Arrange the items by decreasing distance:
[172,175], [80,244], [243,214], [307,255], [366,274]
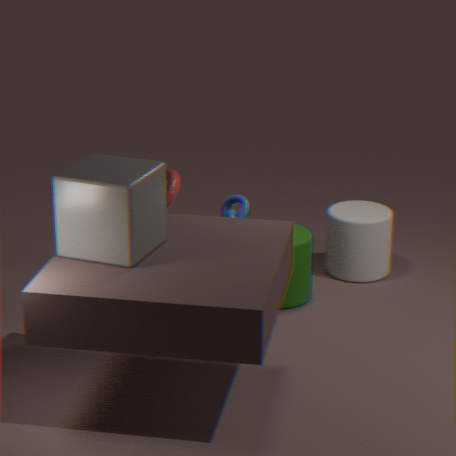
[366,274] → [307,255] → [243,214] → [172,175] → [80,244]
